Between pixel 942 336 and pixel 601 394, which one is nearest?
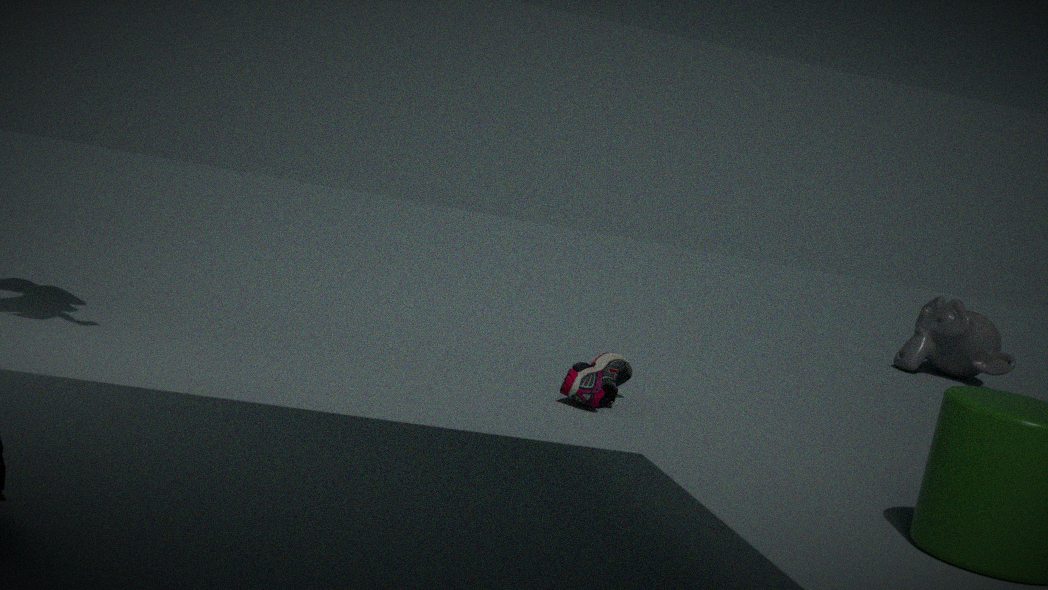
pixel 601 394
